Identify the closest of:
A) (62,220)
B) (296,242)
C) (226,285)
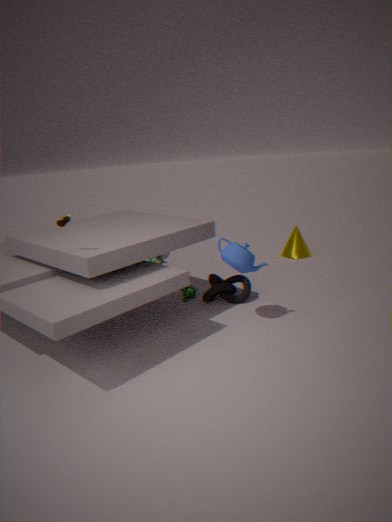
(62,220)
